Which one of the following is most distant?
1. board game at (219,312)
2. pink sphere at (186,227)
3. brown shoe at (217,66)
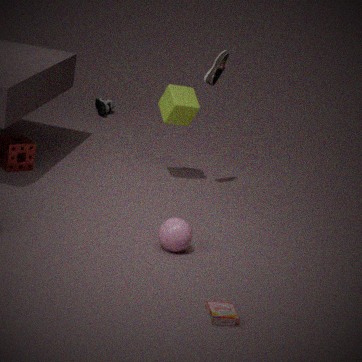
brown shoe at (217,66)
